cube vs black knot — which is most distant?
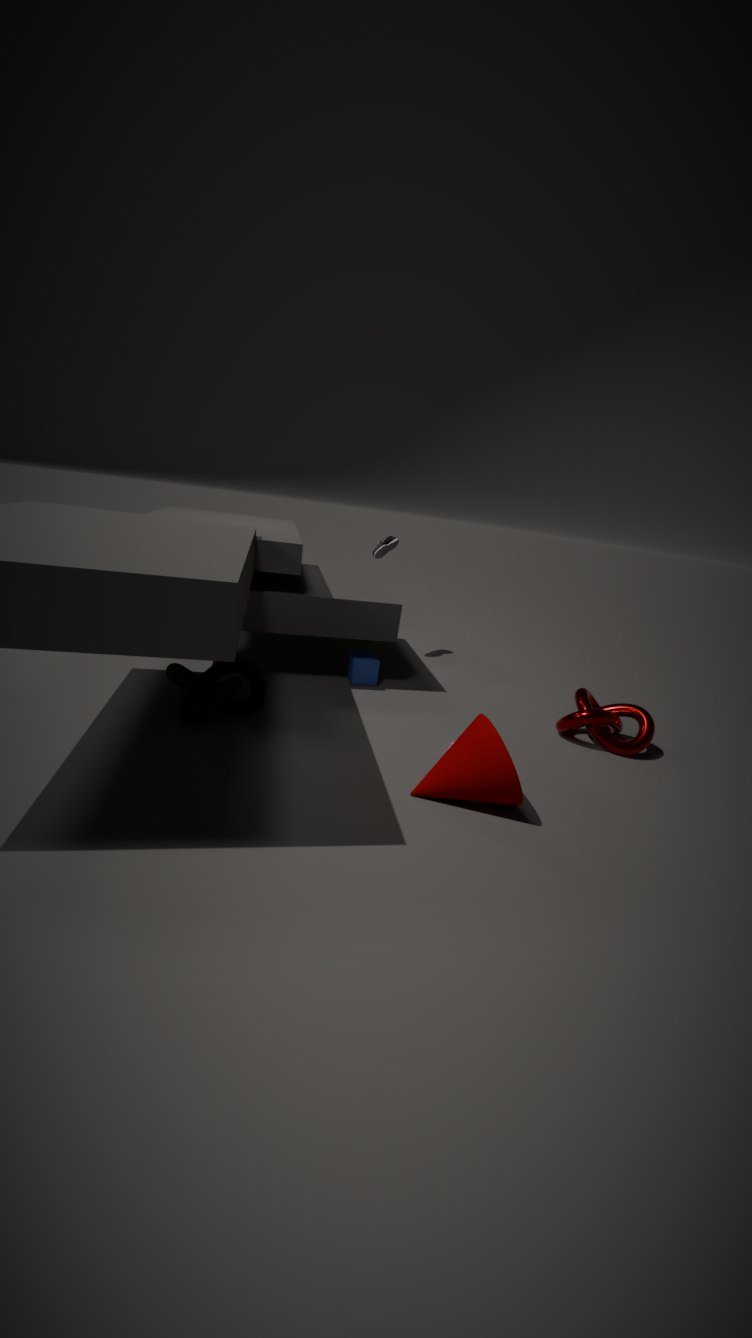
cube
